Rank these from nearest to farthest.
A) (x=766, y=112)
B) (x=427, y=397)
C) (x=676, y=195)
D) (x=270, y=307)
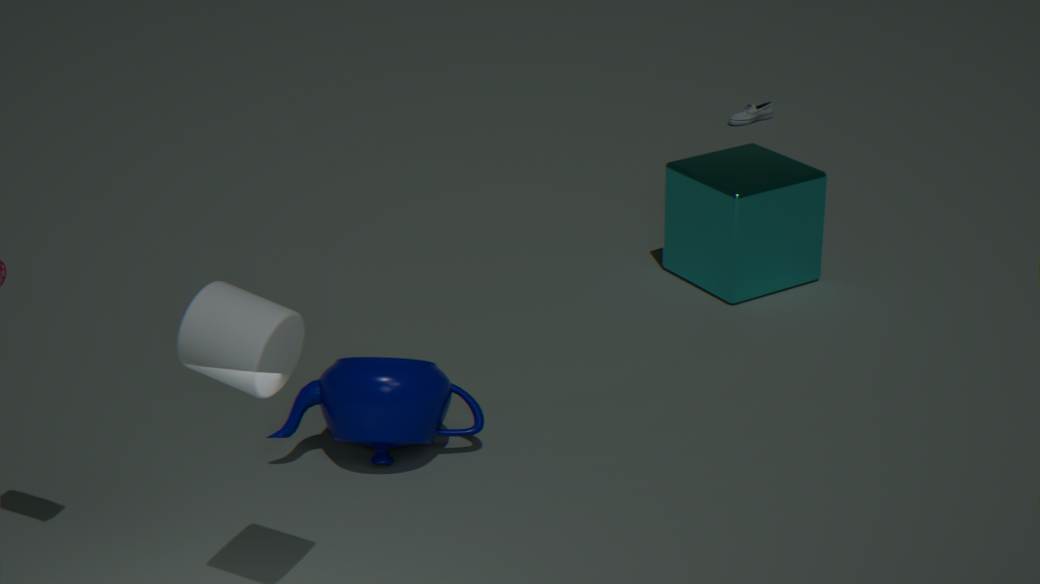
1. (x=270, y=307)
2. (x=427, y=397)
3. (x=676, y=195)
4. (x=766, y=112)
